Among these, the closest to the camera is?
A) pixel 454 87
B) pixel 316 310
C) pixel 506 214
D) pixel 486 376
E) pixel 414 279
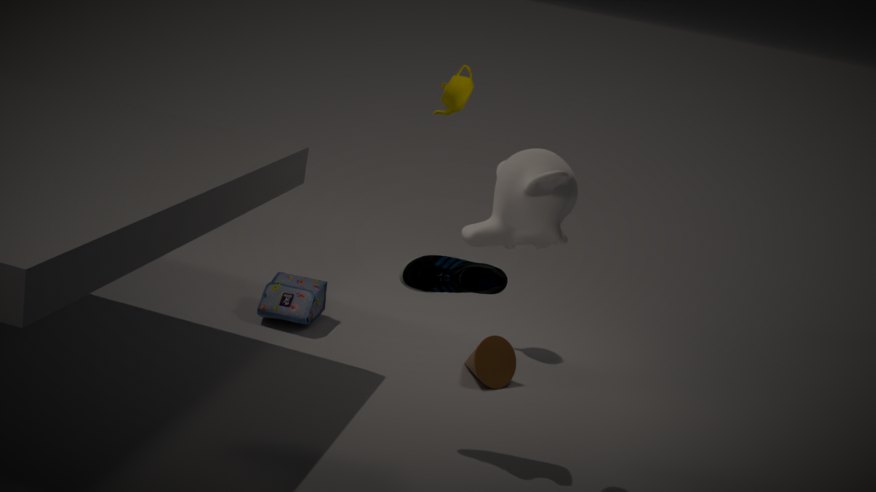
pixel 506 214
